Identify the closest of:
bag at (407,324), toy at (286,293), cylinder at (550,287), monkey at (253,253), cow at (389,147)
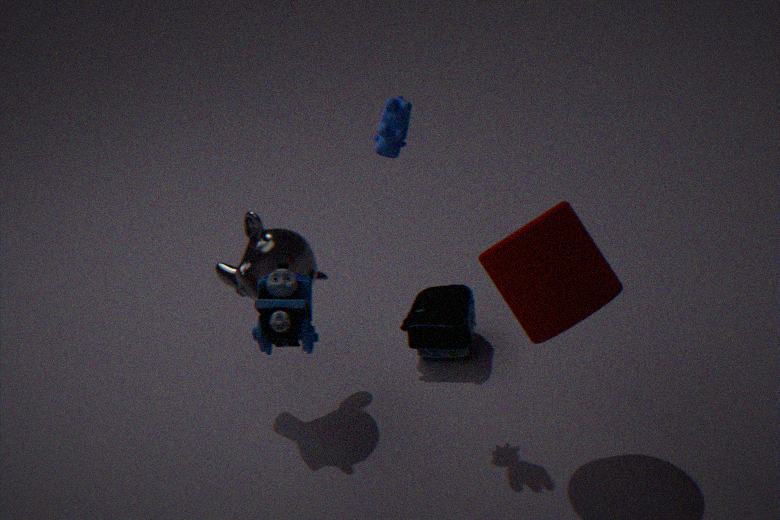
toy at (286,293)
